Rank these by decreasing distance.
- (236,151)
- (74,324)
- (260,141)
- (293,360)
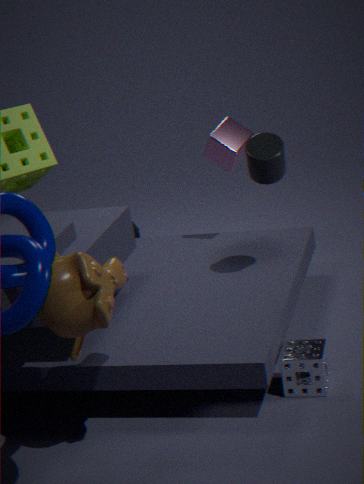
(236,151)
(260,141)
(293,360)
(74,324)
